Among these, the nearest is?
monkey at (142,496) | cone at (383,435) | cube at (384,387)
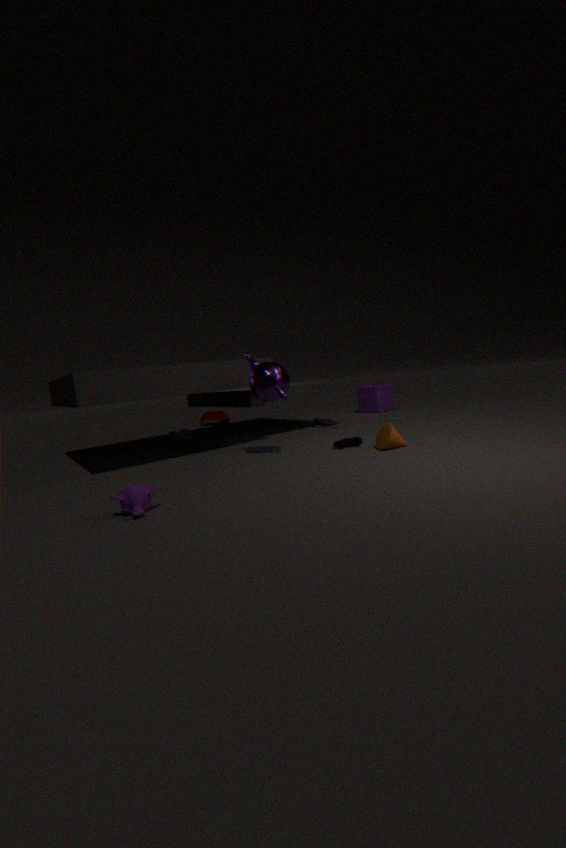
monkey at (142,496)
